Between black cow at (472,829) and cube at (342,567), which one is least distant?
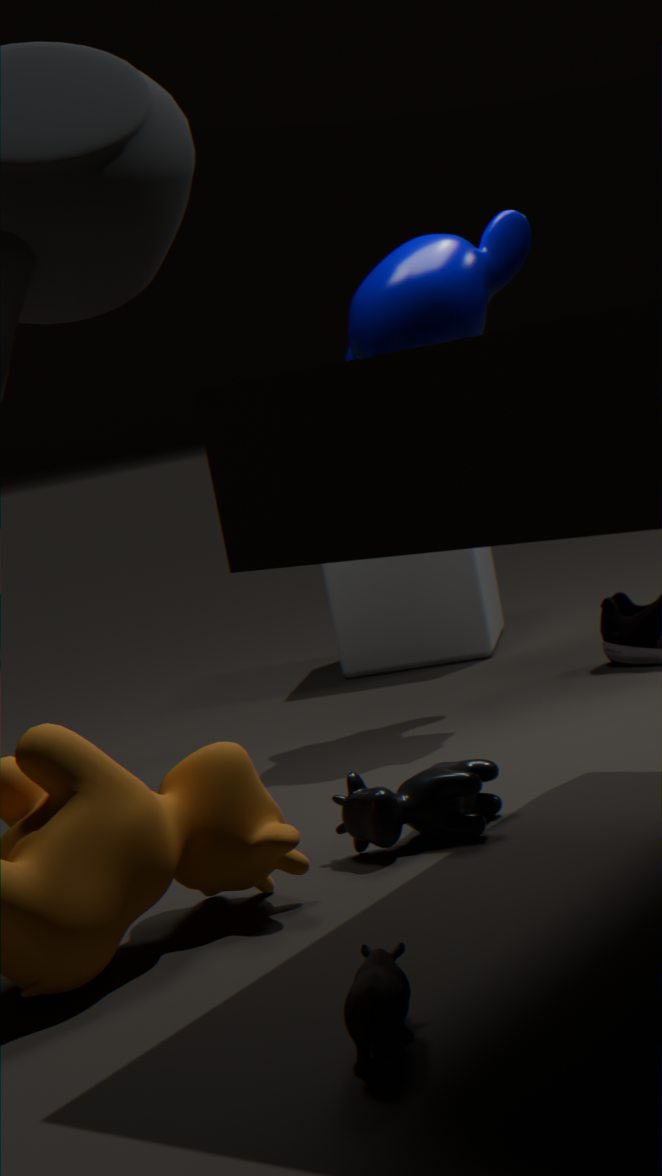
black cow at (472,829)
